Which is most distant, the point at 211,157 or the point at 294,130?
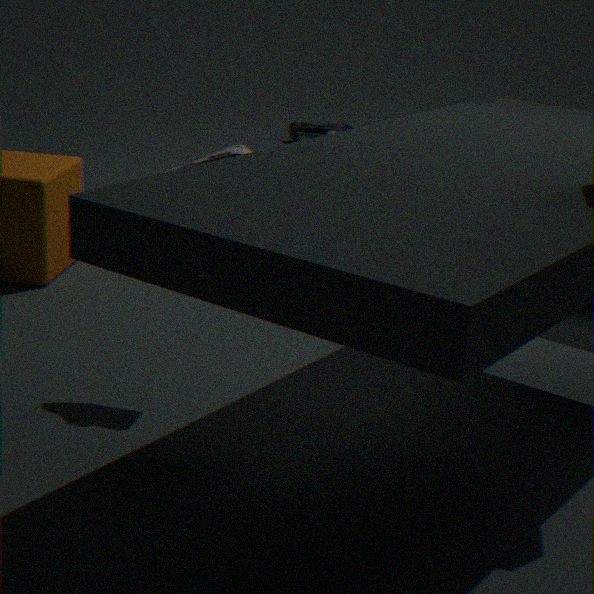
the point at 294,130
